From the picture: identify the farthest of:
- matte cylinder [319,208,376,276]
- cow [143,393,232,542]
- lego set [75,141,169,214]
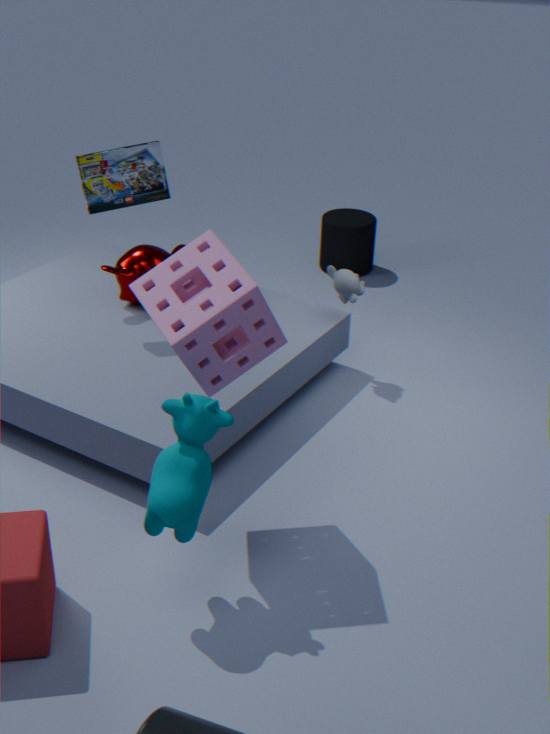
matte cylinder [319,208,376,276]
